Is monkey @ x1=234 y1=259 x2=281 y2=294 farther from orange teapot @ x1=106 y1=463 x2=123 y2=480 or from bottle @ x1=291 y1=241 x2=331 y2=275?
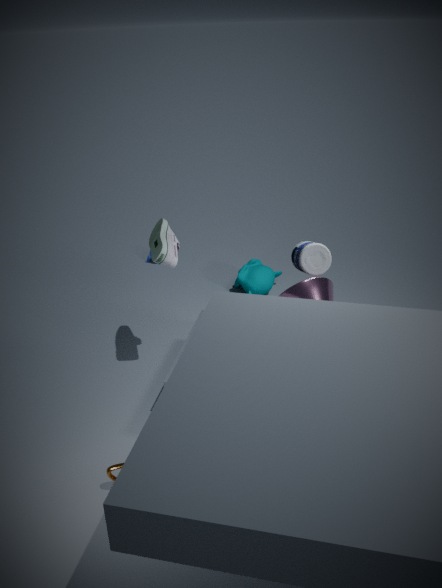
orange teapot @ x1=106 y1=463 x2=123 y2=480
